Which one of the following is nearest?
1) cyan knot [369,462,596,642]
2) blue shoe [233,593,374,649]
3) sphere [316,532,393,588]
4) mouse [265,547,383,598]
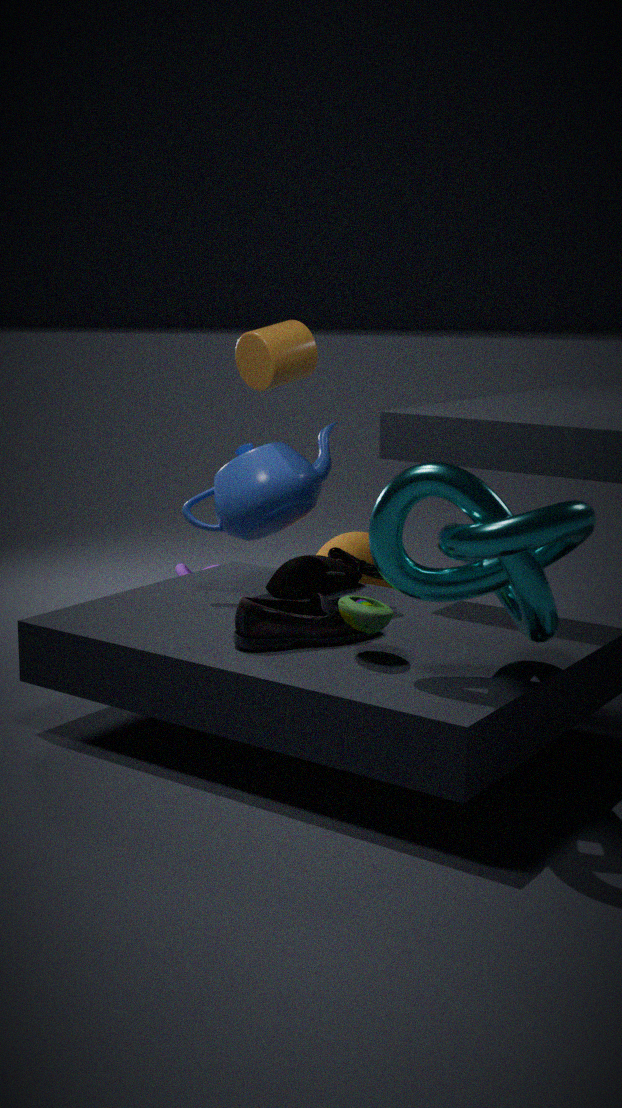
1. cyan knot [369,462,596,642]
